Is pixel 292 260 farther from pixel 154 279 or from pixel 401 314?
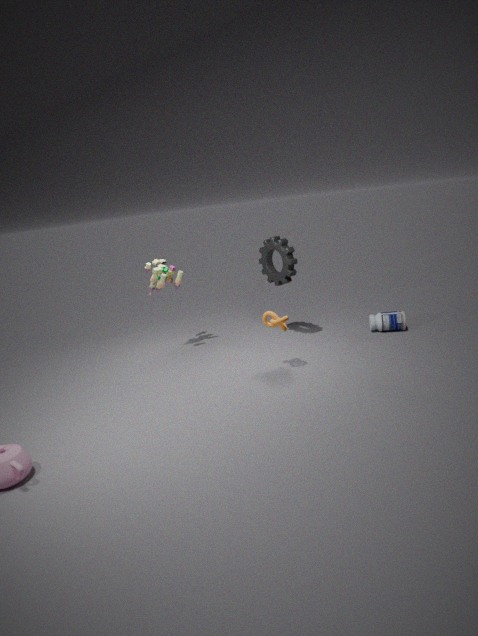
pixel 401 314
